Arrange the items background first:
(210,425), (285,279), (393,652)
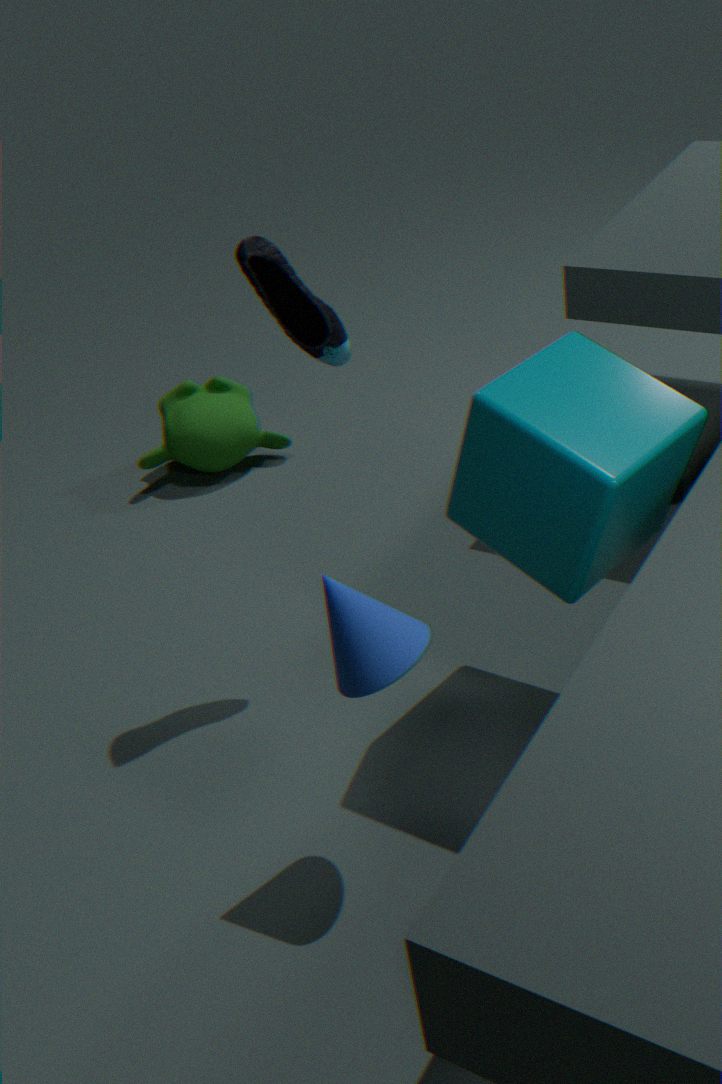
1. (210,425)
2. (285,279)
3. (393,652)
